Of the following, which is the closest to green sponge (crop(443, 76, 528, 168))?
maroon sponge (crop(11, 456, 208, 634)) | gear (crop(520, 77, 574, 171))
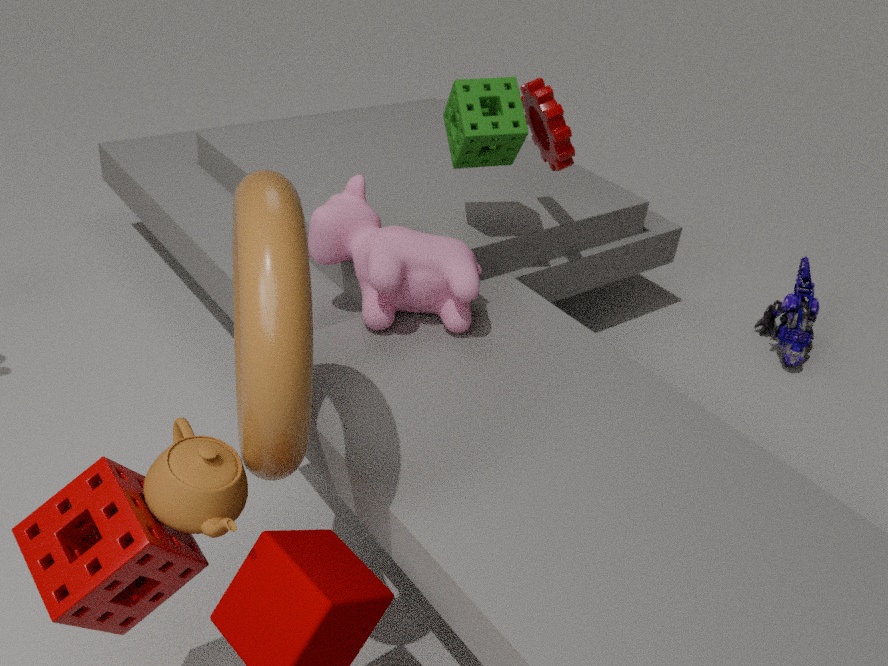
gear (crop(520, 77, 574, 171))
